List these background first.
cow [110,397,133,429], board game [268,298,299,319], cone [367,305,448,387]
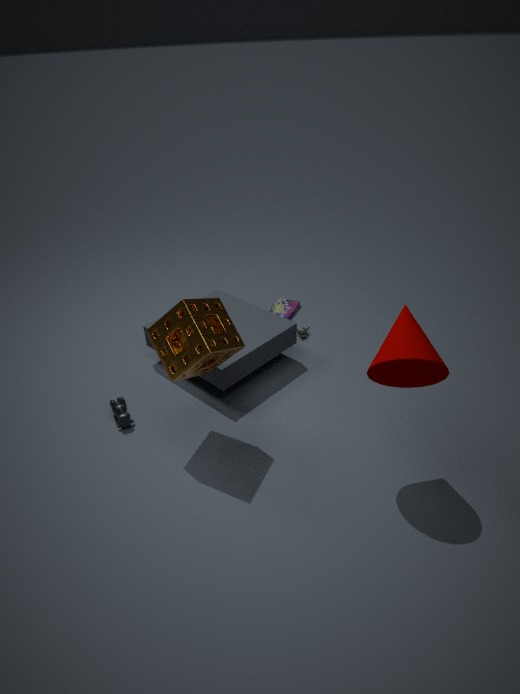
board game [268,298,299,319] → cow [110,397,133,429] → cone [367,305,448,387]
